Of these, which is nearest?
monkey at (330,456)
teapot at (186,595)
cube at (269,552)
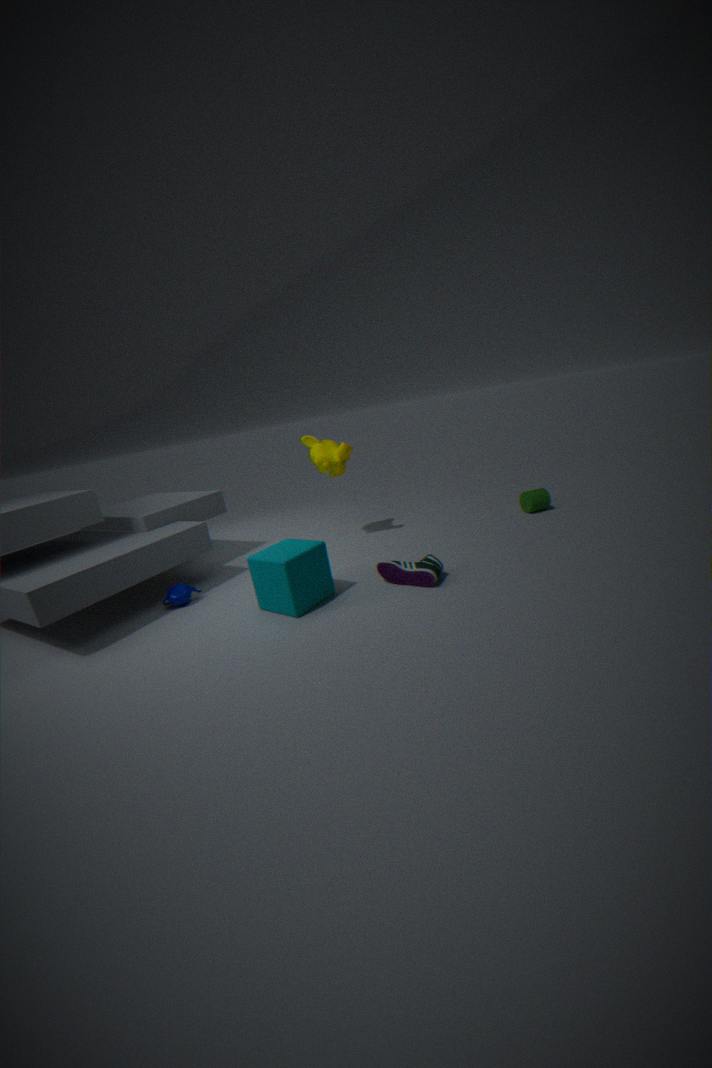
cube at (269,552)
